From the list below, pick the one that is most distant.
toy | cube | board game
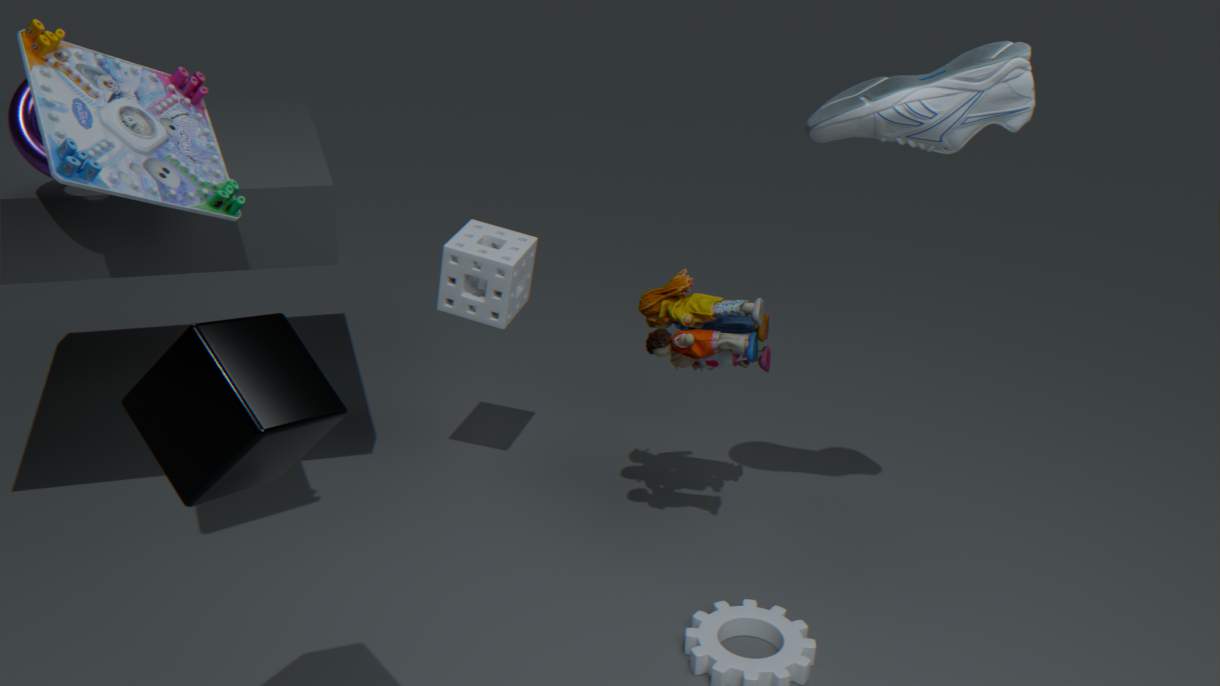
toy
